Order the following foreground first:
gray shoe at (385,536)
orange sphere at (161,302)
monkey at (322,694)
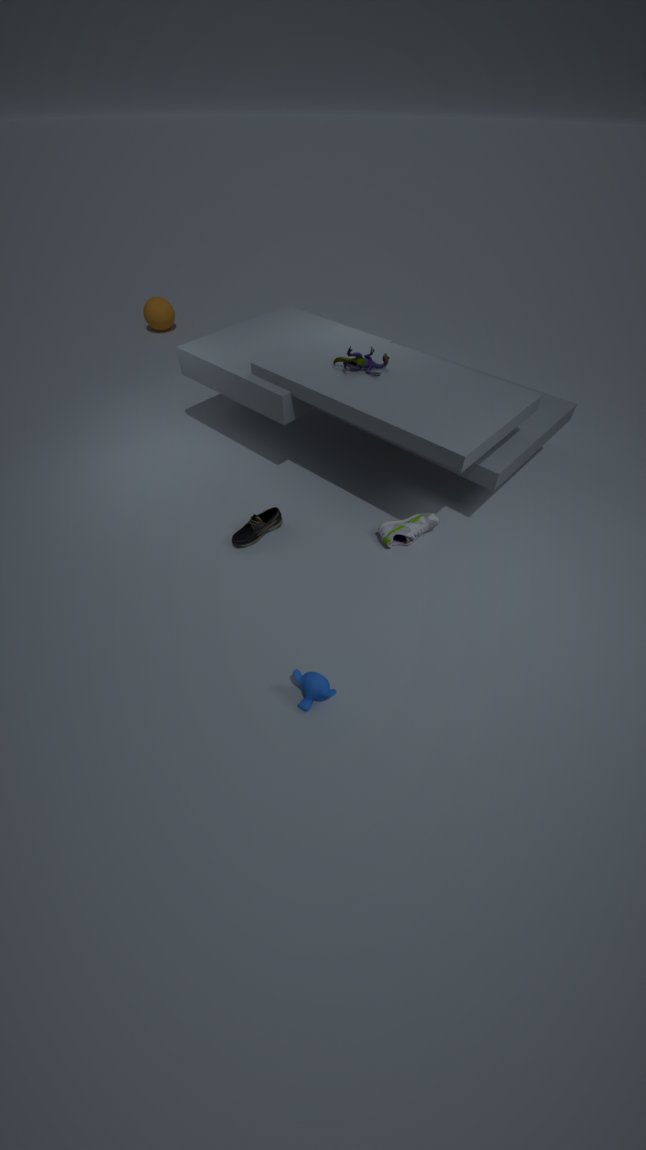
monkey at (322,694), gray shoe at (385,536), orange sphere at (161,302)
